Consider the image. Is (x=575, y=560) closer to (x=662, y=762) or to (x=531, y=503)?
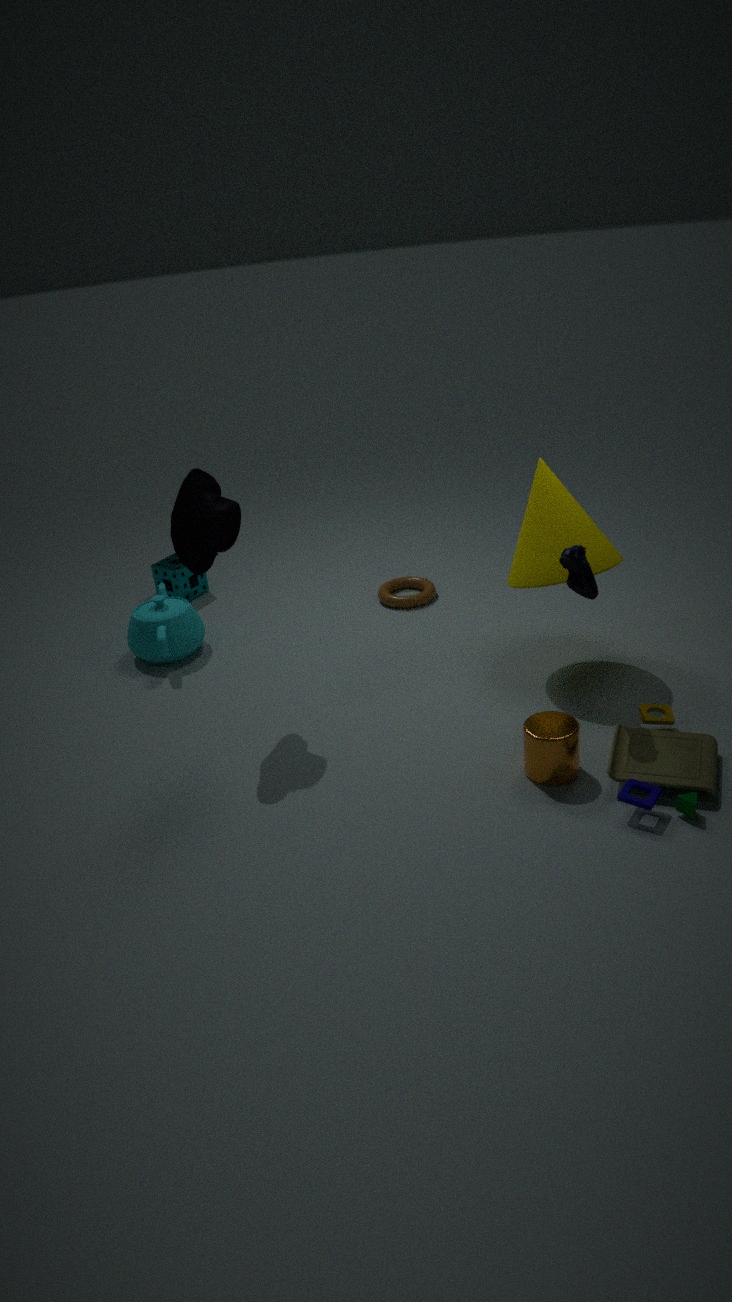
(x=531, y=503)
